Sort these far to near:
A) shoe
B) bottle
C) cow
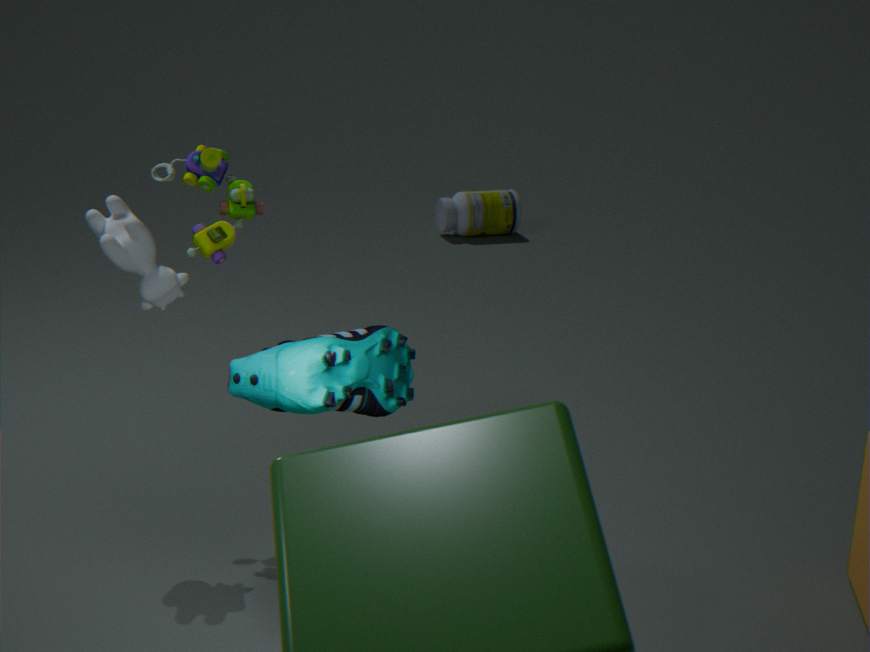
1. bottle
2. cow
3. shoe
